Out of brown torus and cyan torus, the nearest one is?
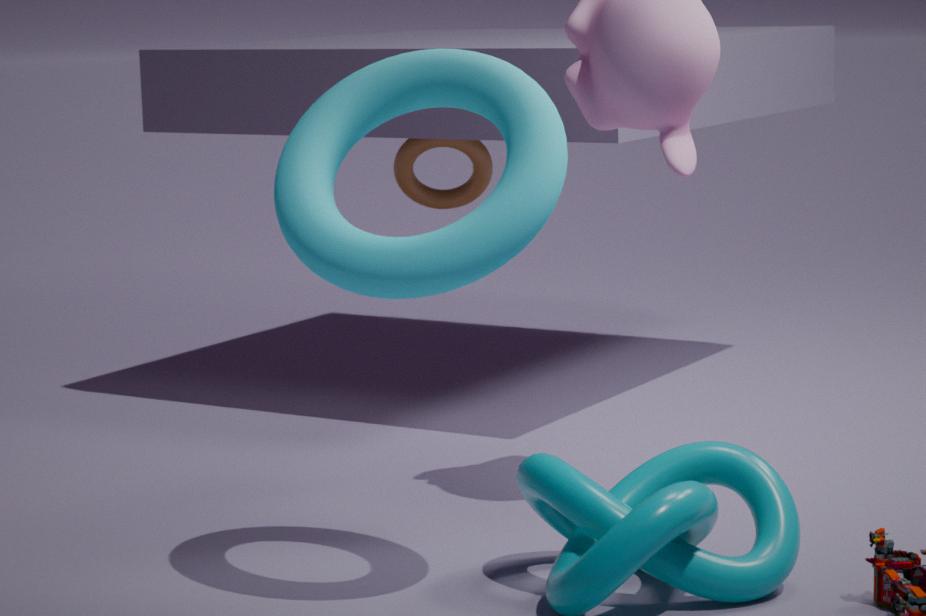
cyan torus
